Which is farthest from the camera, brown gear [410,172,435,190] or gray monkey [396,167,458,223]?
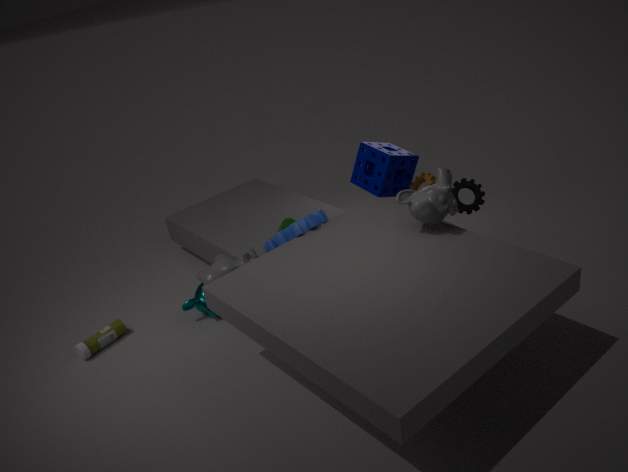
brown gear [410,172,435,190]
